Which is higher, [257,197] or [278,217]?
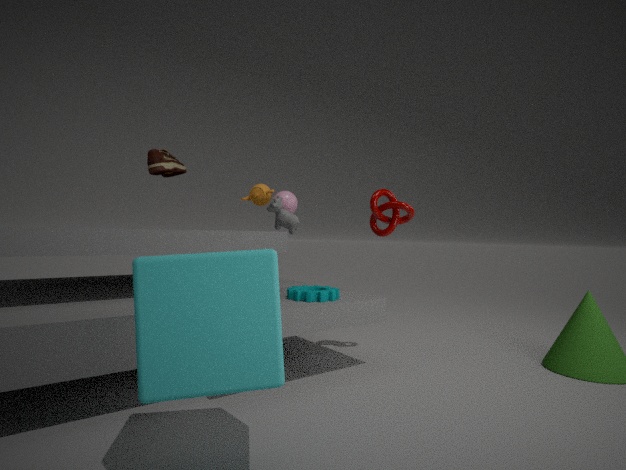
[257,197]
